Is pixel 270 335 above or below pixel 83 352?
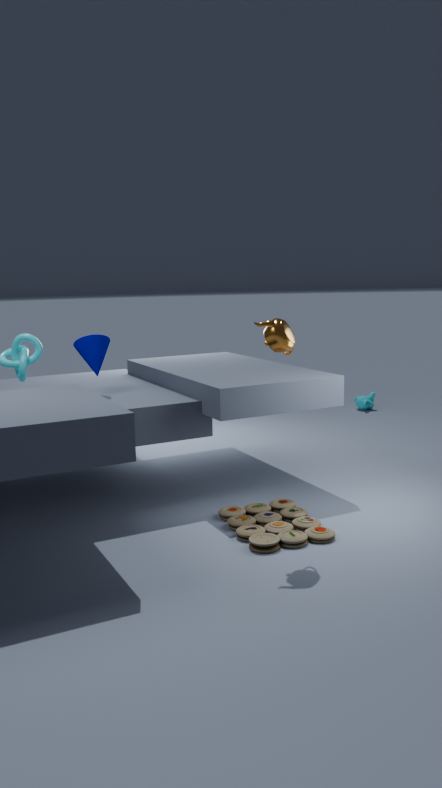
above
